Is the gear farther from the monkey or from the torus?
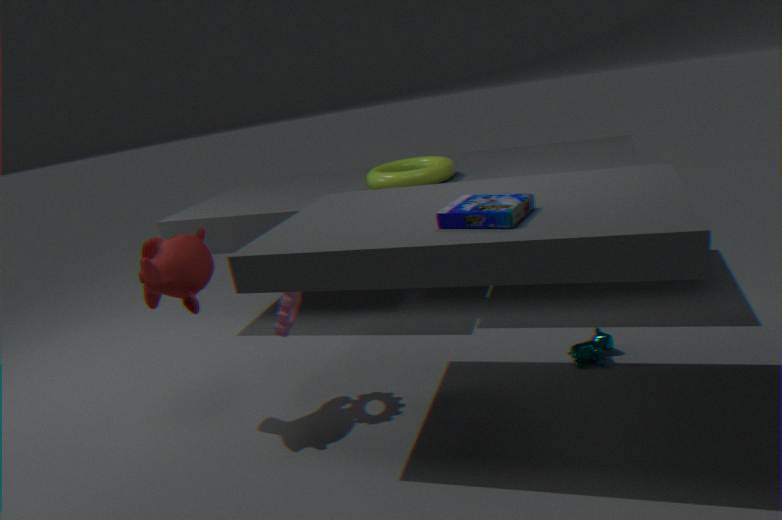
the torus
